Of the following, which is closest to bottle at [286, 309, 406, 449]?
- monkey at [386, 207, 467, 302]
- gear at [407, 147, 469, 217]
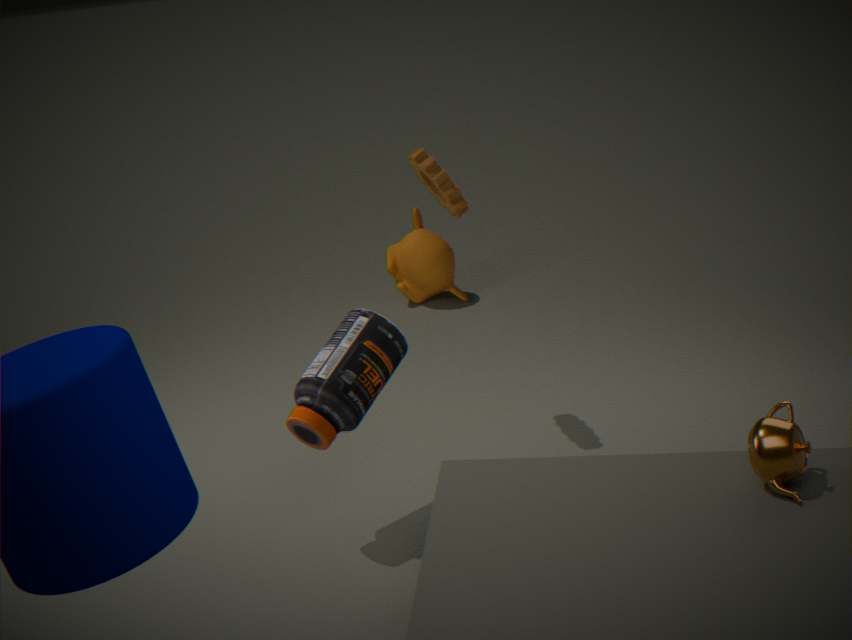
gear at [407, 147, 469, 217]
